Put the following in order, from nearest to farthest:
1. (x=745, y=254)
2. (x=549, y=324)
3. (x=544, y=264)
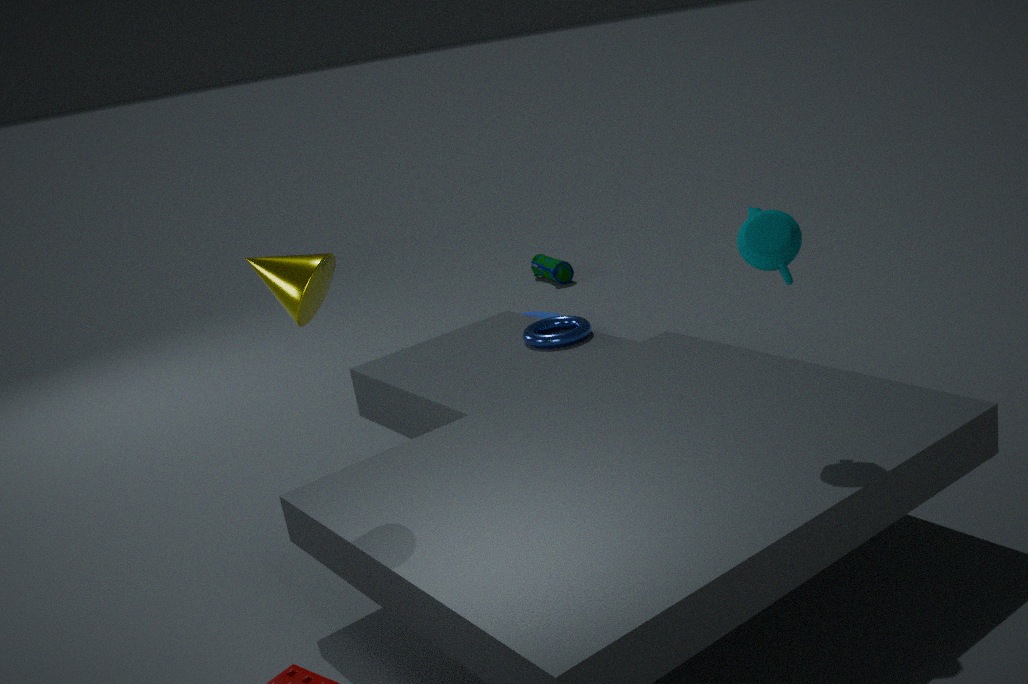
(x=745, y=254) → (x=549, y=324) → (x=544, y=264)
